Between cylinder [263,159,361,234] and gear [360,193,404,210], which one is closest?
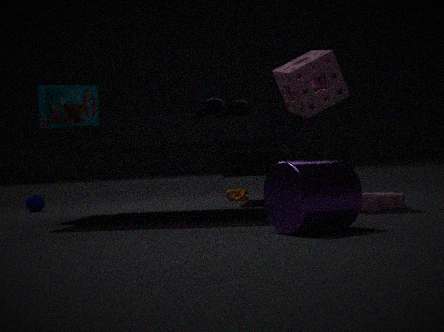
cylinder [263,159,361,234]
